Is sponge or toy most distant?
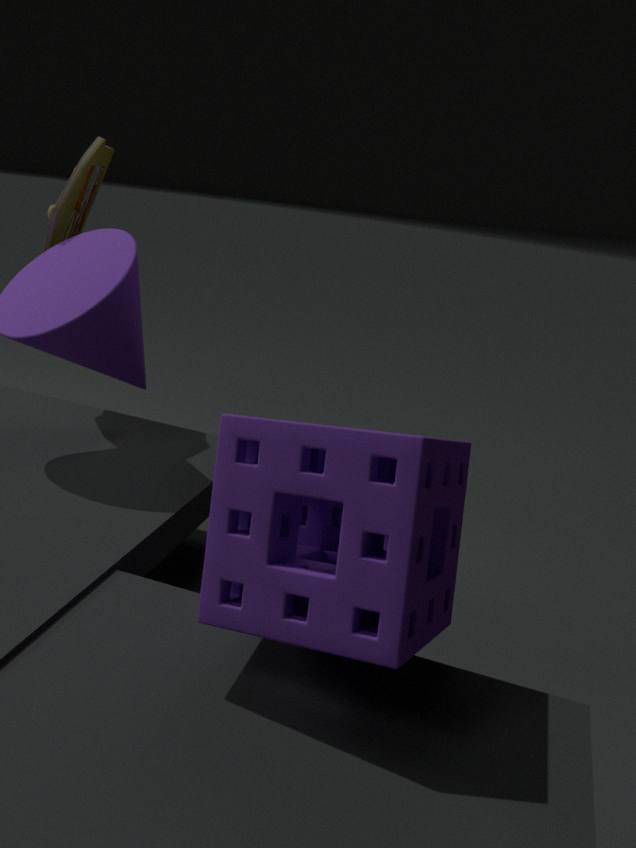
toy
